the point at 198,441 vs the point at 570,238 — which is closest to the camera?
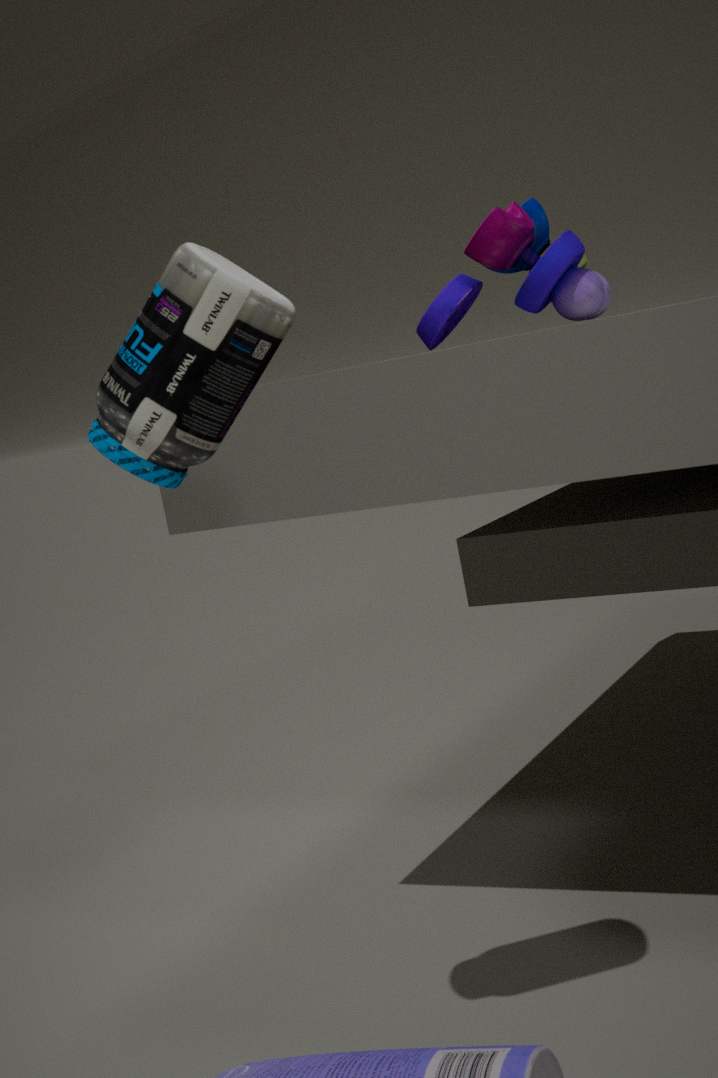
the point at 198,441
